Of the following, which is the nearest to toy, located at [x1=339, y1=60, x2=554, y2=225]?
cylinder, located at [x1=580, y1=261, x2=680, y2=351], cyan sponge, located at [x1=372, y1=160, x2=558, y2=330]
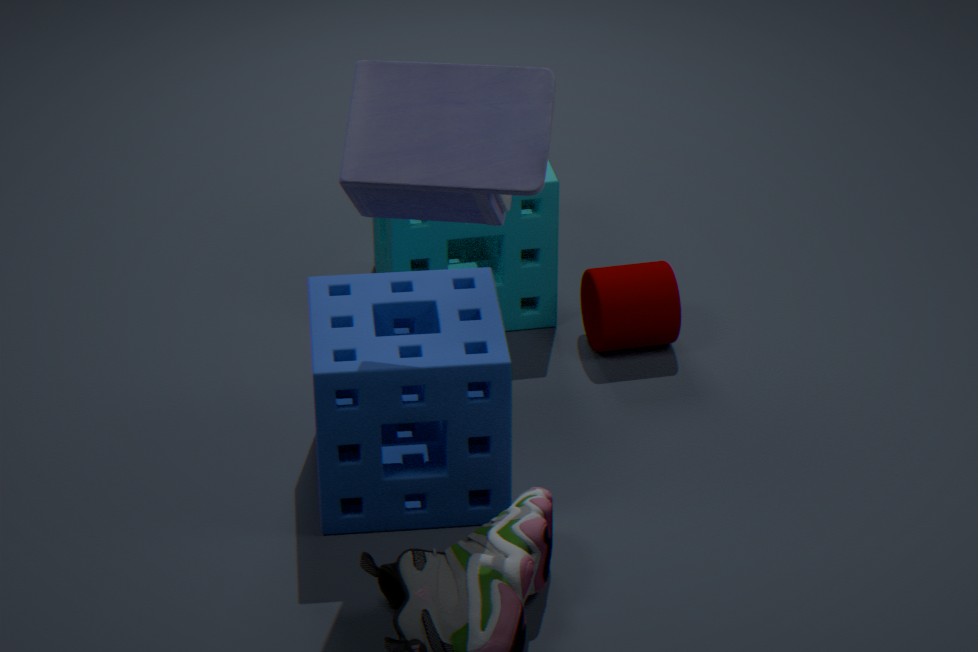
cyan sponge, located at [x1=372, y1=160, x2=558, y2=330]
